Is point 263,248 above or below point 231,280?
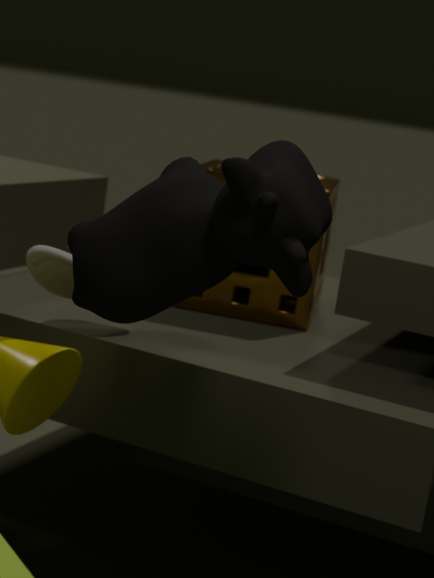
above
